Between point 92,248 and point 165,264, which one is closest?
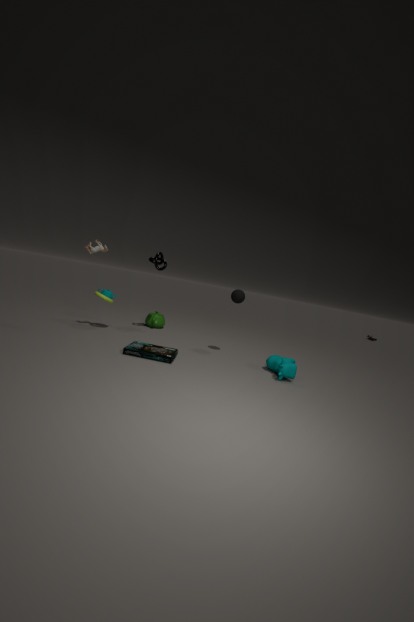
point 92,248
